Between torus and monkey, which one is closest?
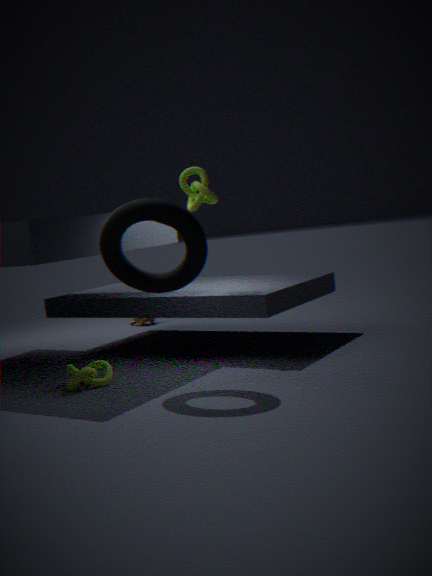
torus
